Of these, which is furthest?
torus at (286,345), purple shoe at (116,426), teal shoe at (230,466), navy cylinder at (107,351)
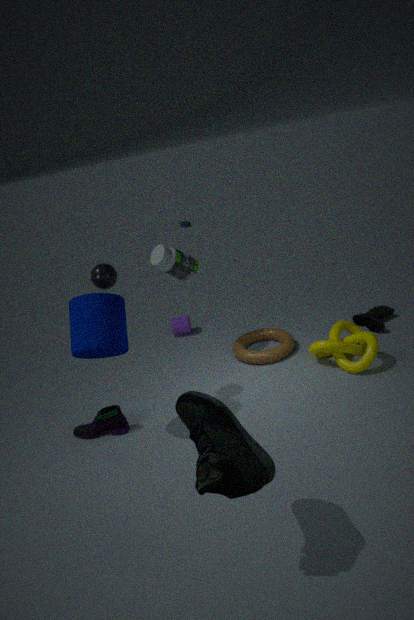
torus at (286,345)
